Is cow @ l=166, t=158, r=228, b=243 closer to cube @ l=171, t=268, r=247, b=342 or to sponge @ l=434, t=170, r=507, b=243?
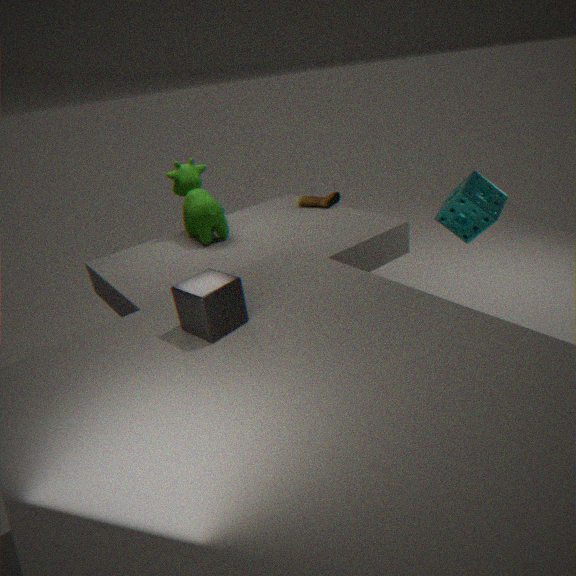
cube @ l=171, t=268, r=247, b=342
